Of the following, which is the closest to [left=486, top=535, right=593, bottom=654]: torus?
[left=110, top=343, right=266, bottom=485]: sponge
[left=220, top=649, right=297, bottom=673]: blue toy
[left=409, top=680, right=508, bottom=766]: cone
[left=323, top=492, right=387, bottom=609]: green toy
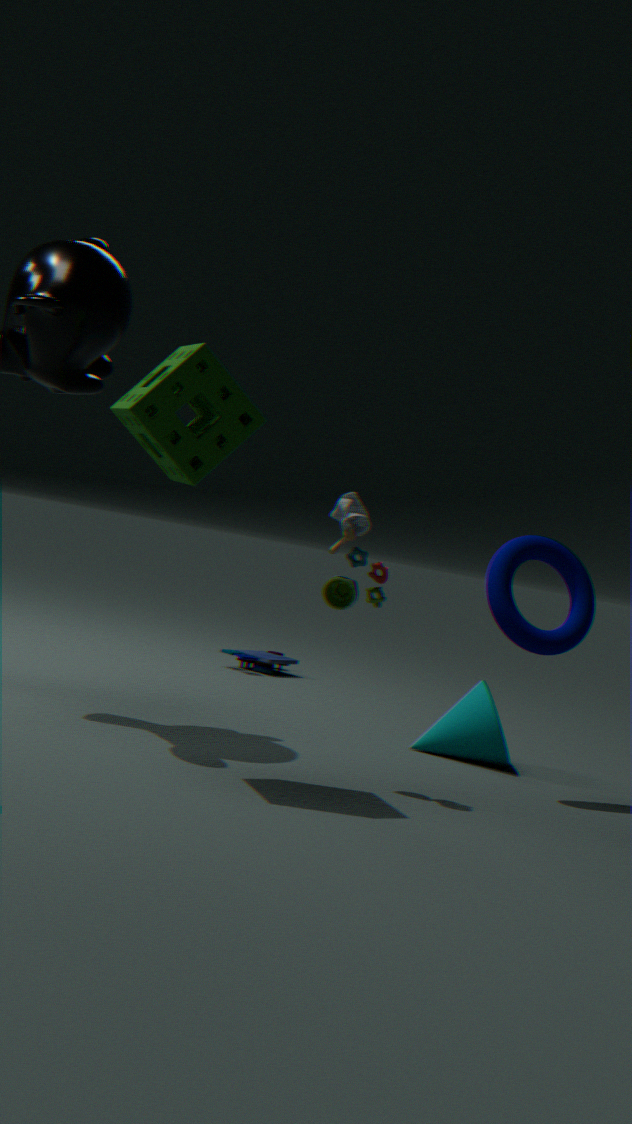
[left=409, top=680, right=508, bottom=766]: cone
